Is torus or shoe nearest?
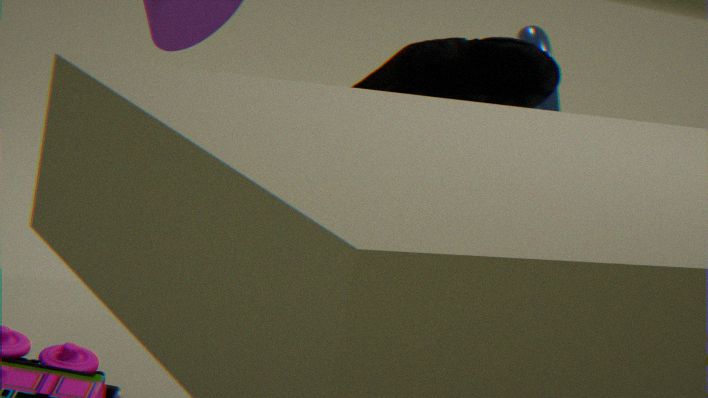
shoe
